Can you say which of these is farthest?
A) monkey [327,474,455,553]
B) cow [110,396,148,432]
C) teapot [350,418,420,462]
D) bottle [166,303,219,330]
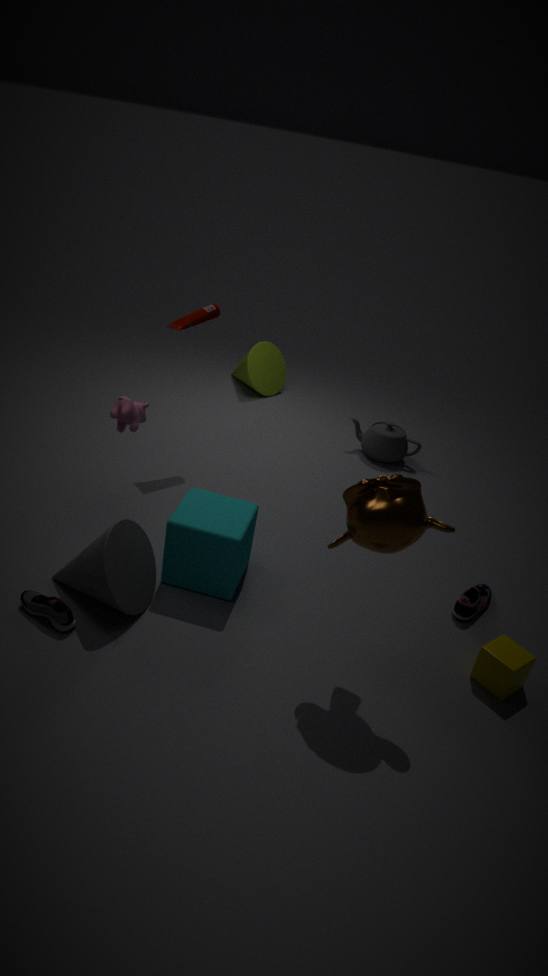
teapot [350,418,420,462]
